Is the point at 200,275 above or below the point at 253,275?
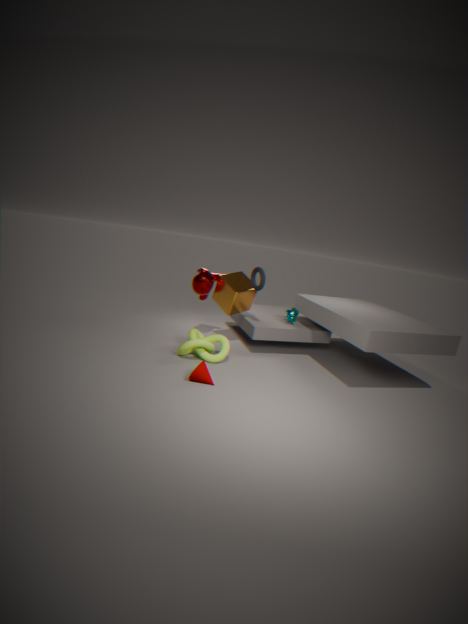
below
